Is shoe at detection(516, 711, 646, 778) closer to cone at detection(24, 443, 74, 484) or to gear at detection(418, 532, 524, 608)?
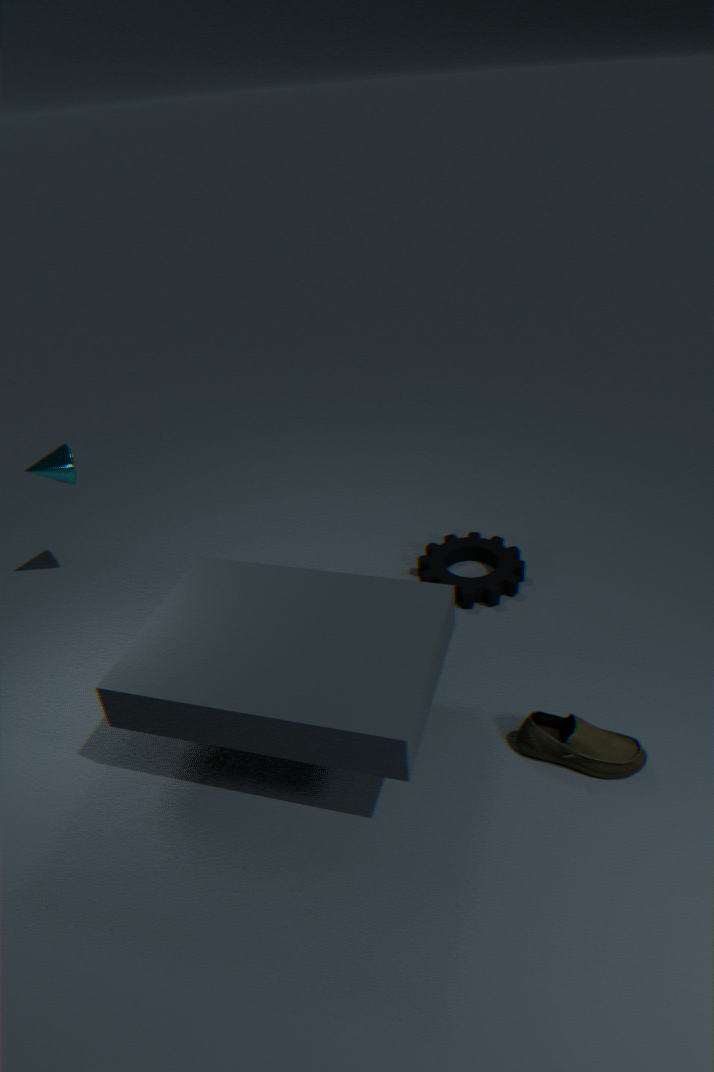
gear at detection(418, 532, 524, 608)
